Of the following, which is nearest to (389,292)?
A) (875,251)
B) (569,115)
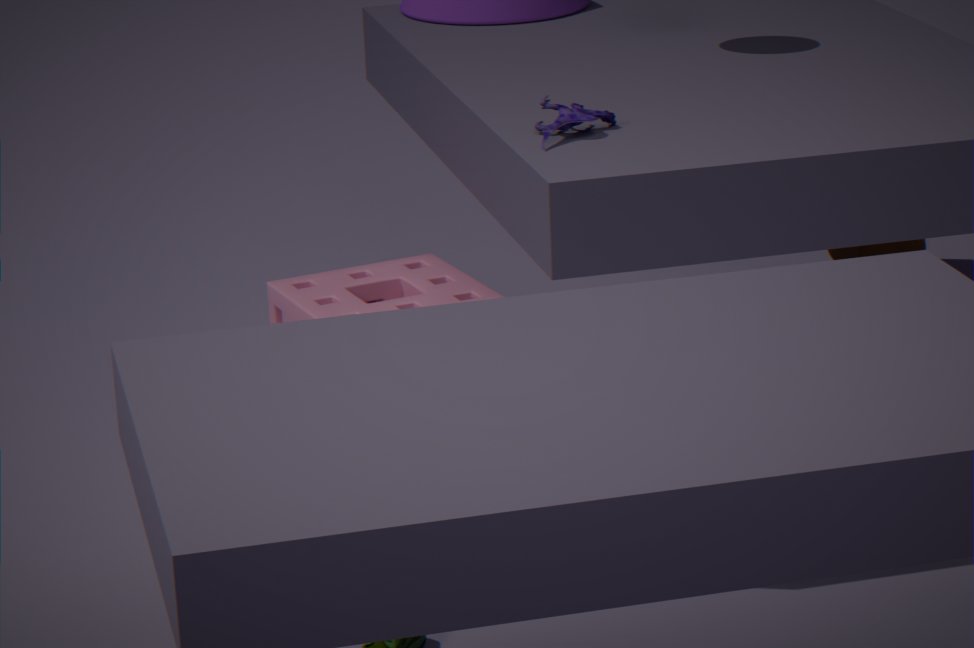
(569,115)
